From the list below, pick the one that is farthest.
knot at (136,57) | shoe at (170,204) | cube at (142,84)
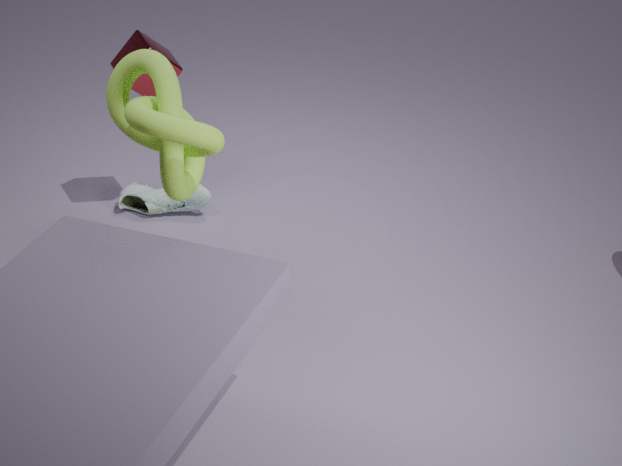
shoe at (170,204)
